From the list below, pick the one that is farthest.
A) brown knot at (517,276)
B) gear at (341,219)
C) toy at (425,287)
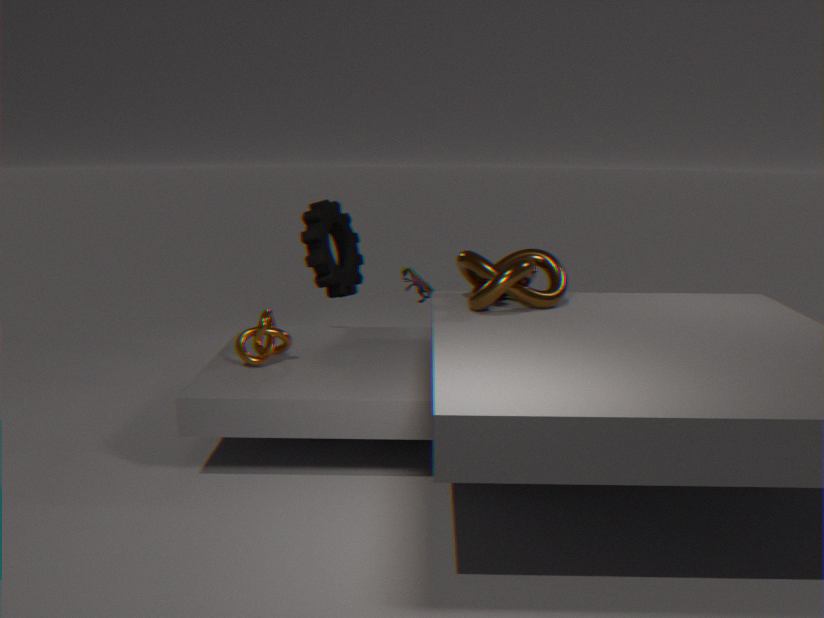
toy at (425,287)
